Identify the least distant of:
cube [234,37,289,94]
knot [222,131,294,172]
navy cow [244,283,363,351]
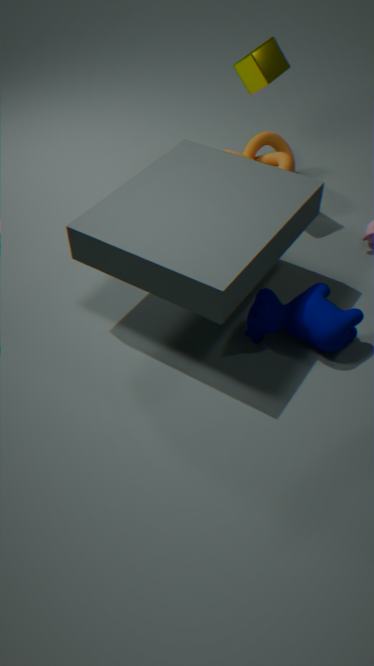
navy cow [244,283,363,351]
